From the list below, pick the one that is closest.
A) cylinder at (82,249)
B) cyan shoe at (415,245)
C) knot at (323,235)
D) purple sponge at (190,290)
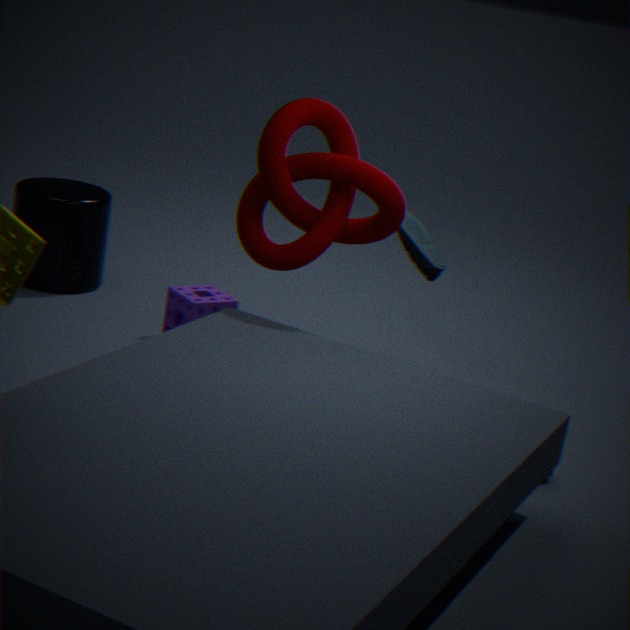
knot at (323,235)
